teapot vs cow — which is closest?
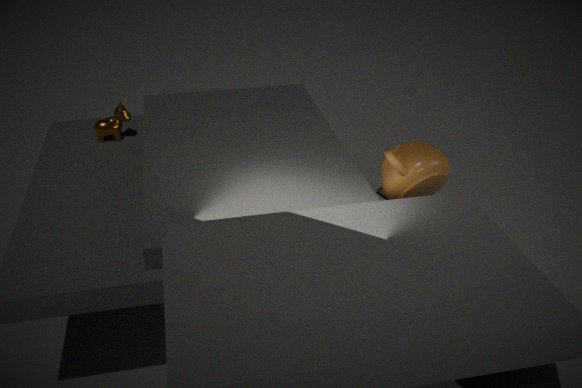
A: teapot
